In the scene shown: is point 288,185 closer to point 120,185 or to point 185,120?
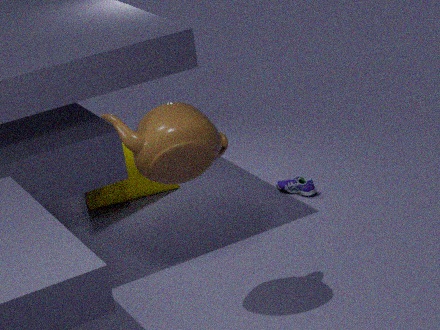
point 120,185
